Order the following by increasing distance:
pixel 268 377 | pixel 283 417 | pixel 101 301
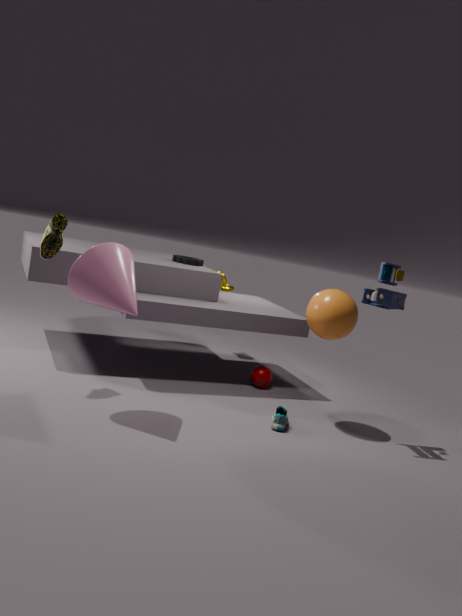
1. pixel 101 301
2. pixel 283 417
3. pixel 268 377
